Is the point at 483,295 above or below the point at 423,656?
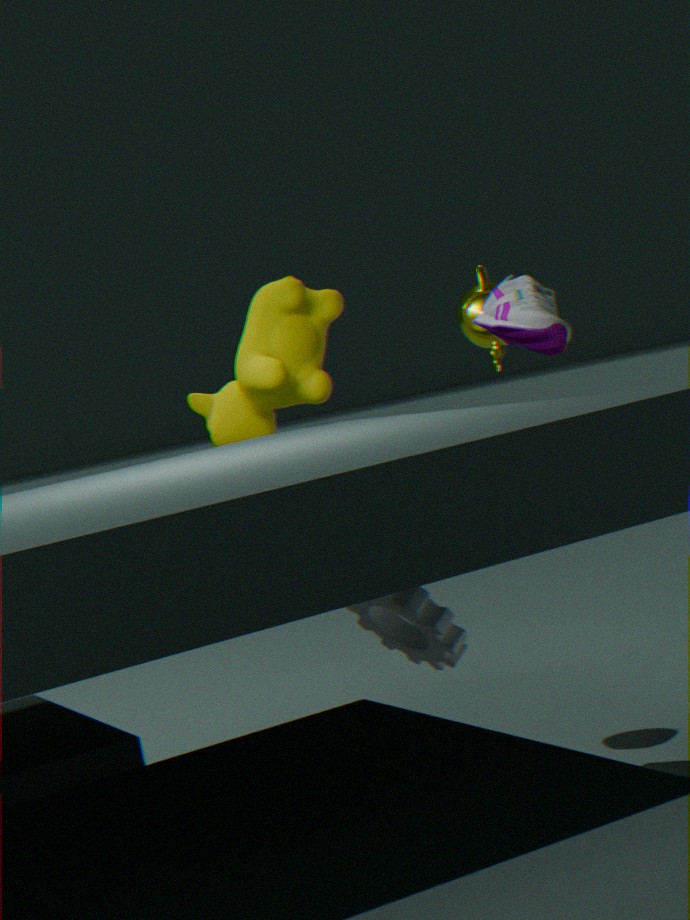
above
